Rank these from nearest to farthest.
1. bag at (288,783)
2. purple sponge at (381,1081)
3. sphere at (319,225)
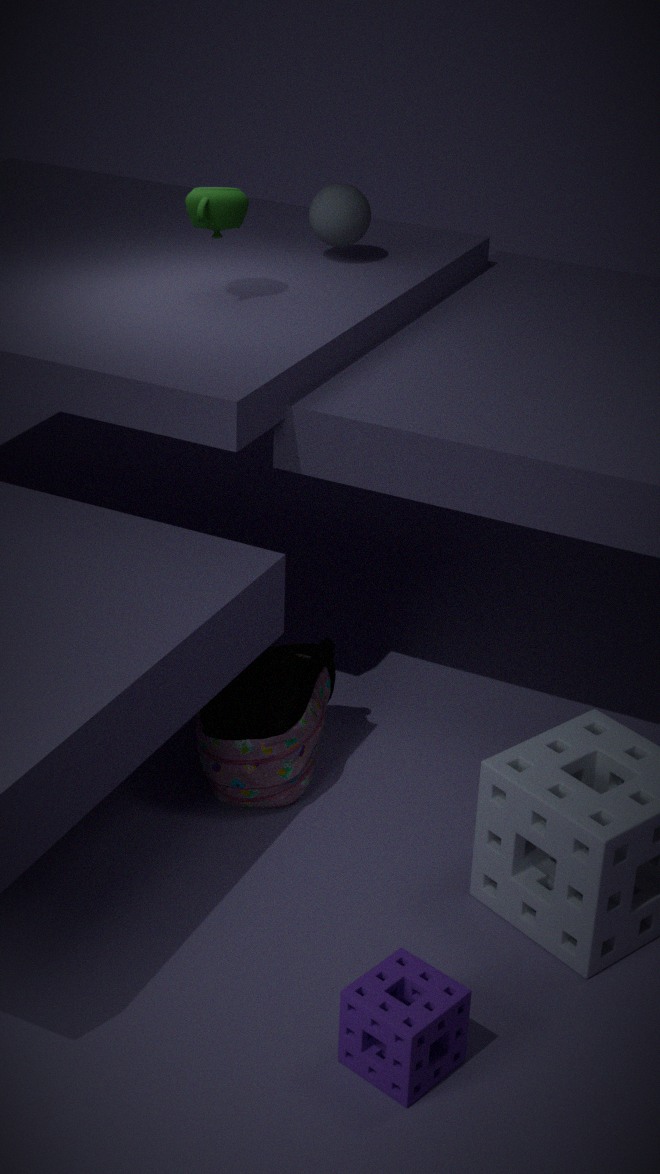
purple sponge at (381,1081)
bag at (288,783)
sphere at (319,225)
